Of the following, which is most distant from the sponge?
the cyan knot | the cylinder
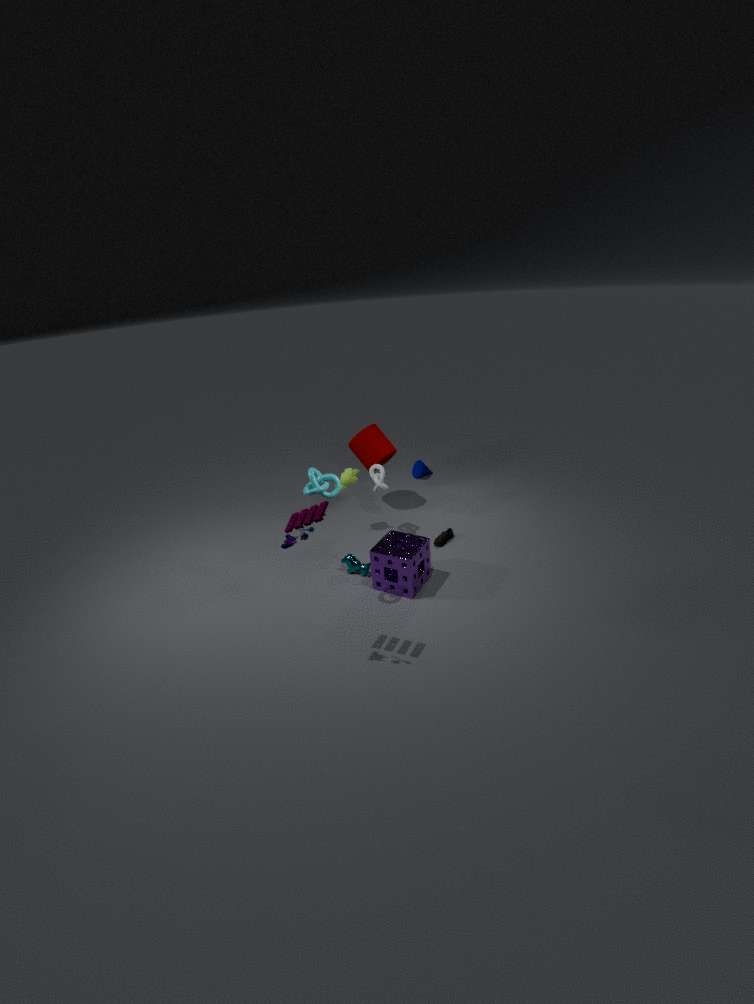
the cylinder
